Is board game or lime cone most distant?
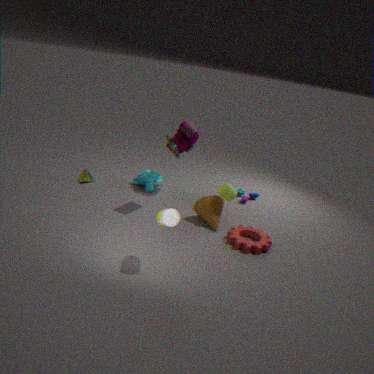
lime cone
